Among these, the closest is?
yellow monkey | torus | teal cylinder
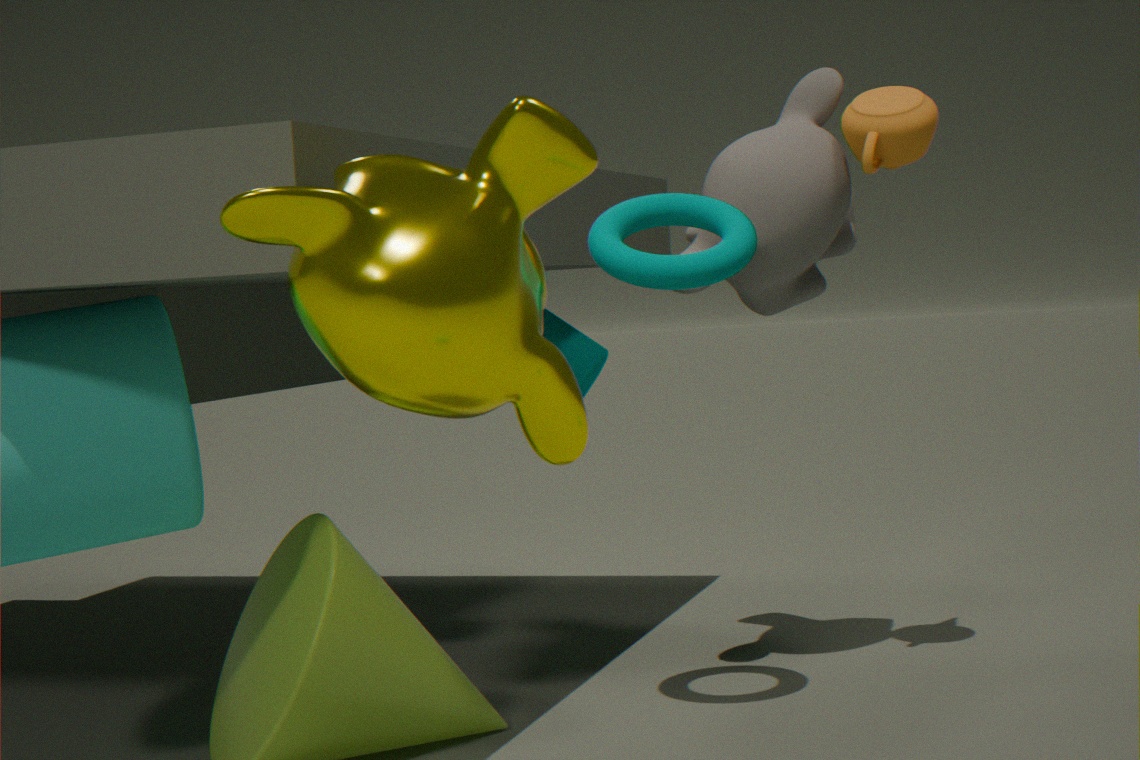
yellow monkey
